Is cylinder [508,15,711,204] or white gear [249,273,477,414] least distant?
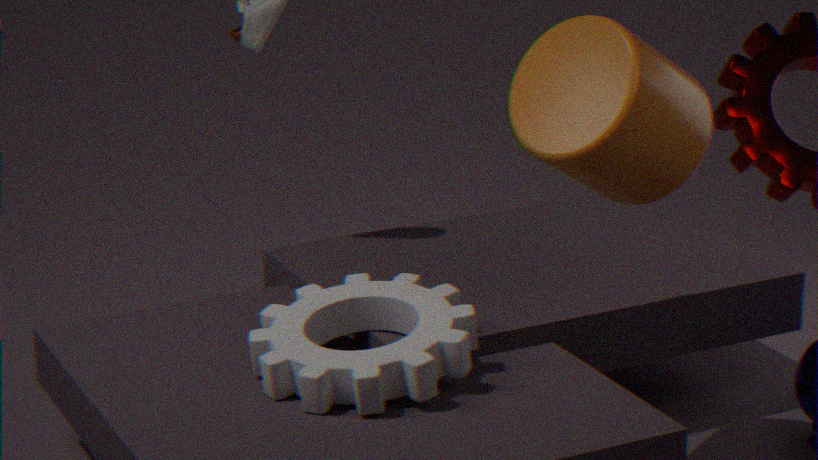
cylinder [508,15,711,204]
